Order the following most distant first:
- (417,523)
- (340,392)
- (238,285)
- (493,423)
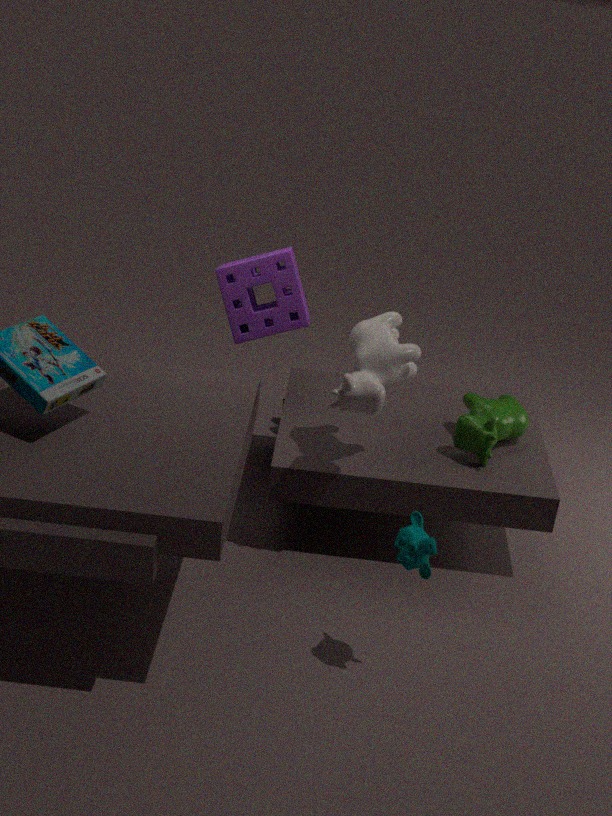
(238,285), (493,423), (340,392), (417,523)
